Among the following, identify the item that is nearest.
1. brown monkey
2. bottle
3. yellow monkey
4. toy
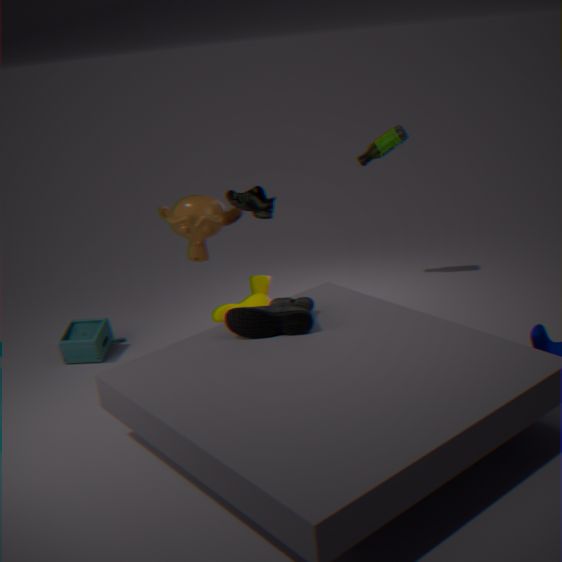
brown monkey
